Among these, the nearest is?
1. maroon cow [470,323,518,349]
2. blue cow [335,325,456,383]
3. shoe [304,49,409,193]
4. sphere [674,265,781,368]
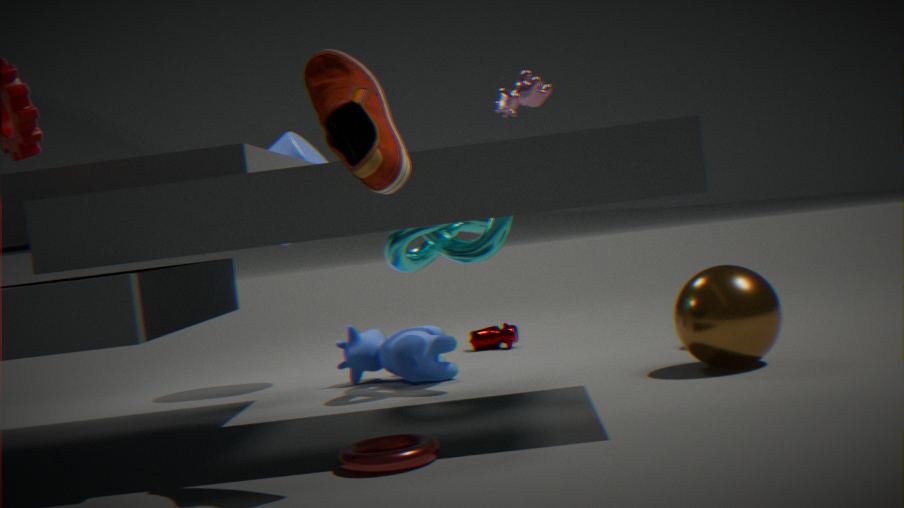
shoe [304,49,409,193]
